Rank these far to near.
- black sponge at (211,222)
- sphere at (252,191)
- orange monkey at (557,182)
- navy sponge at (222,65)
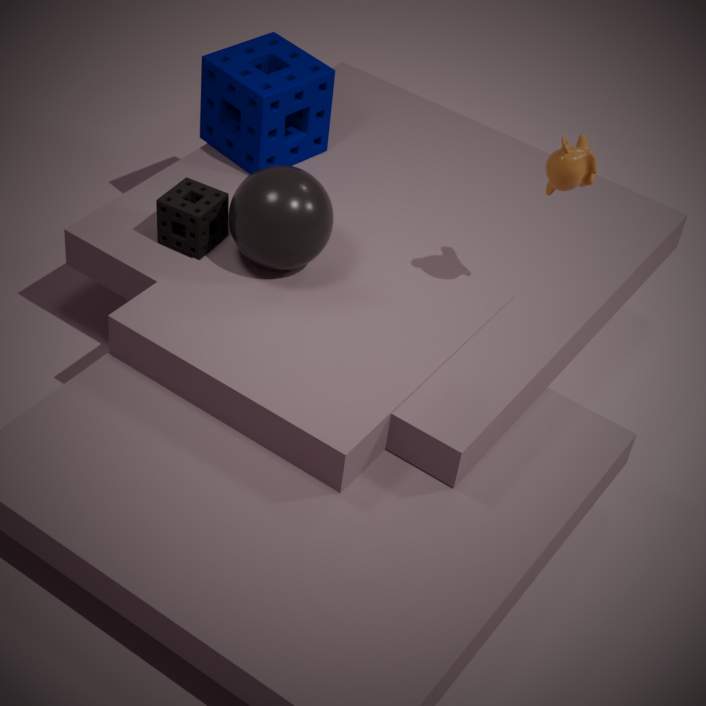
navy sponge at (222,65) < black sponge at (211,222) < sphere at (252,191) < orange monkey at (557,182)
